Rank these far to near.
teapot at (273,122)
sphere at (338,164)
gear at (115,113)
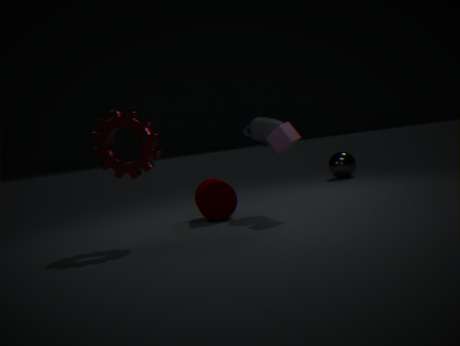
sphere at (338,164) < teapot at (273,122) < gear at (115,113)
